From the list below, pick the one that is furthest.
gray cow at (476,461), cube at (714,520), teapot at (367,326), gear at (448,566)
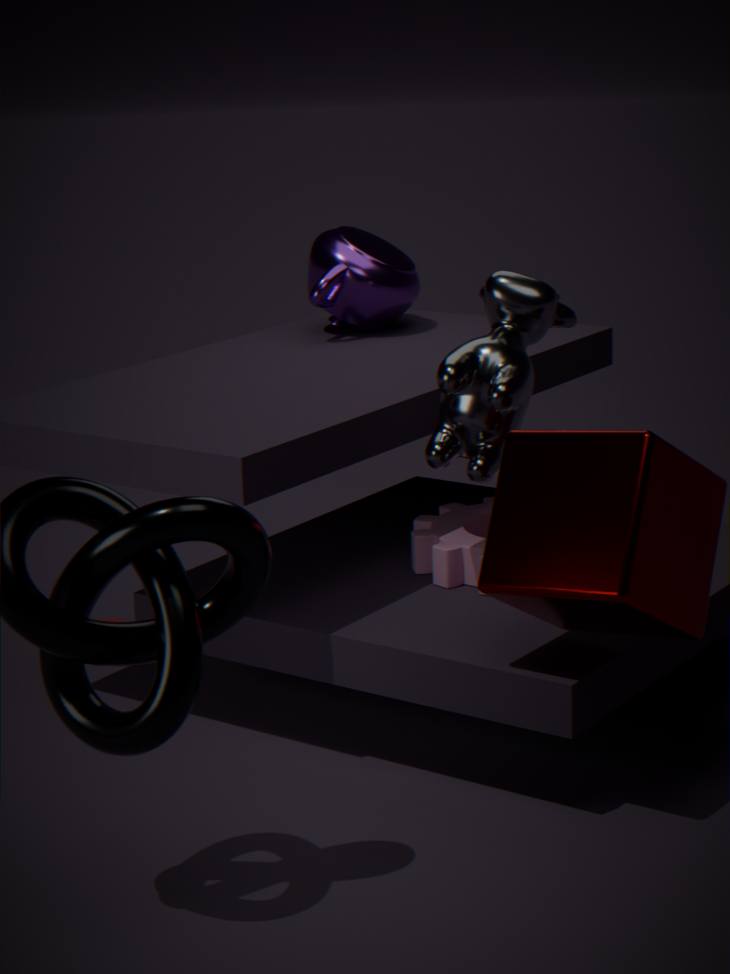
teapot at (367,326)
